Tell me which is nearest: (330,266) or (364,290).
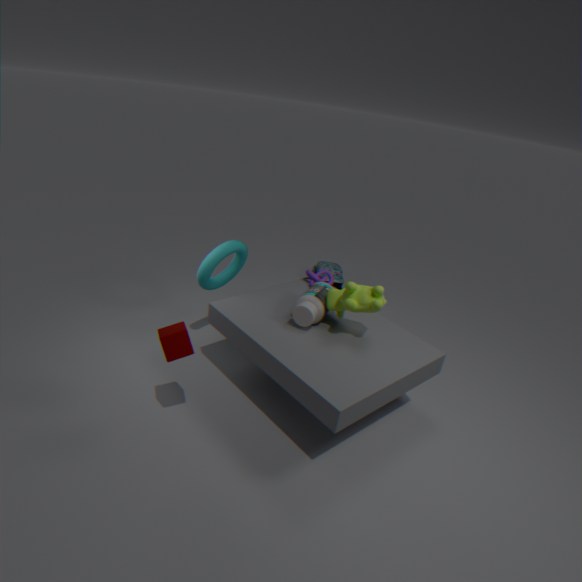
(364,290)
